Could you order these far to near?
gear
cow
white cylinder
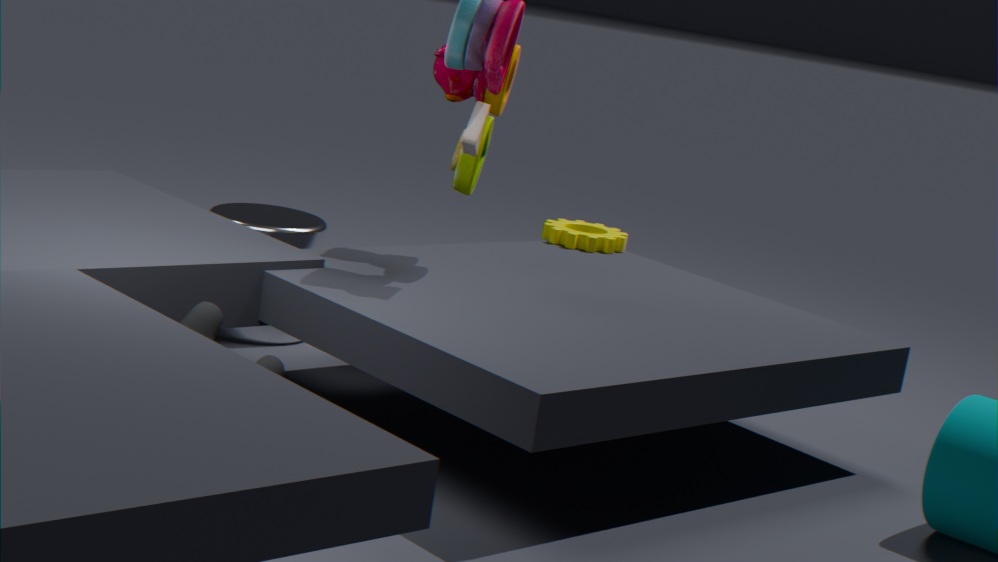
gear < white cylinder < cow
